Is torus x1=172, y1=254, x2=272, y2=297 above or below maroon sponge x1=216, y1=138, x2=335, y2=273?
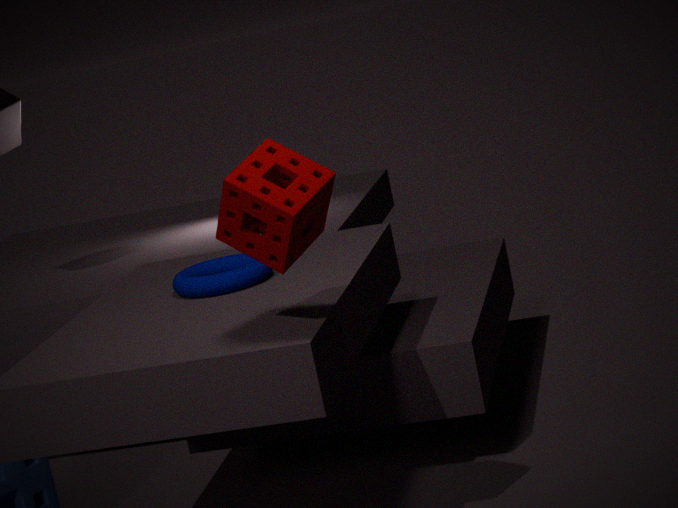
below
